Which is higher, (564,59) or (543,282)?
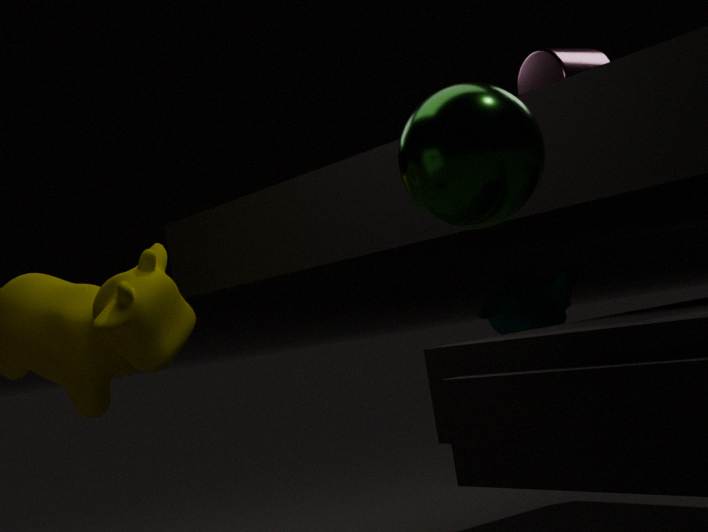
(564,59)
